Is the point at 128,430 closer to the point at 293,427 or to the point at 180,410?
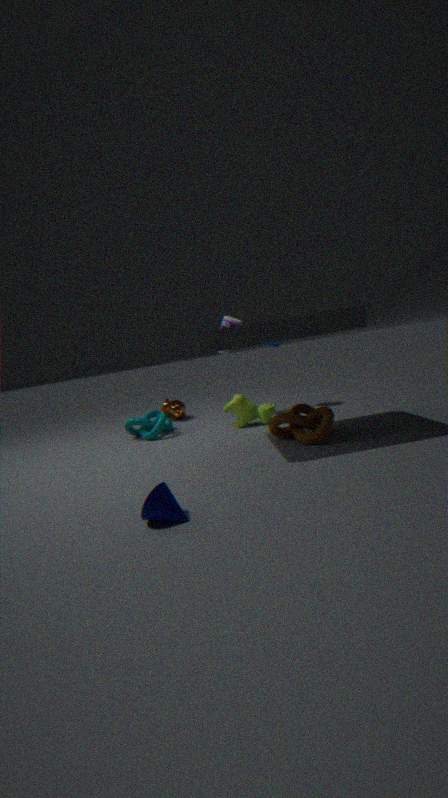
the point at 180,410
